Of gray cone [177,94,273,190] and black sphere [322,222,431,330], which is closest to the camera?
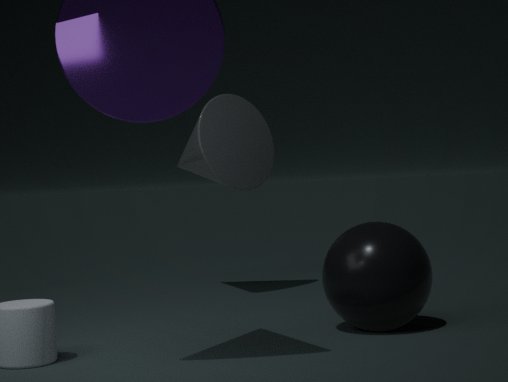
black sphere [322,222,431,330]
